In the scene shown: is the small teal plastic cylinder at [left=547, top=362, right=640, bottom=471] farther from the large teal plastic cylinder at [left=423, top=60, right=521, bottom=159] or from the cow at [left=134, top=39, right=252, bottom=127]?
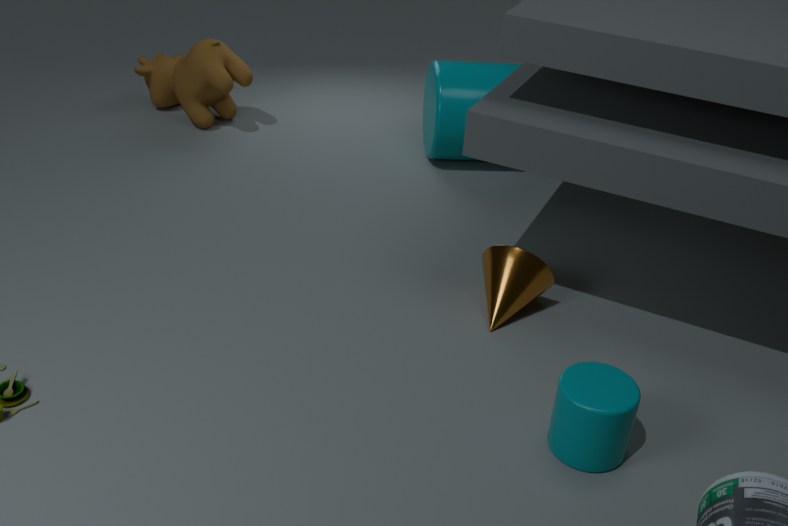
the cow at [left=134, top=39, right=252, bottom=127]
